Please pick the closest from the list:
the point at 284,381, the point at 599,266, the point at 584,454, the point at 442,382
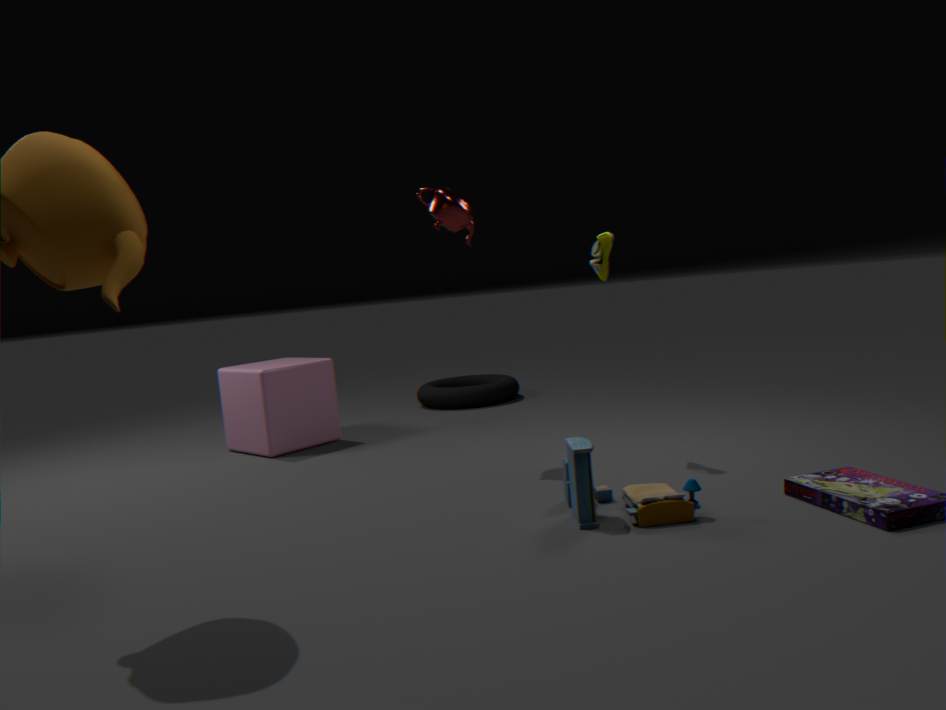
the point at 584,454
